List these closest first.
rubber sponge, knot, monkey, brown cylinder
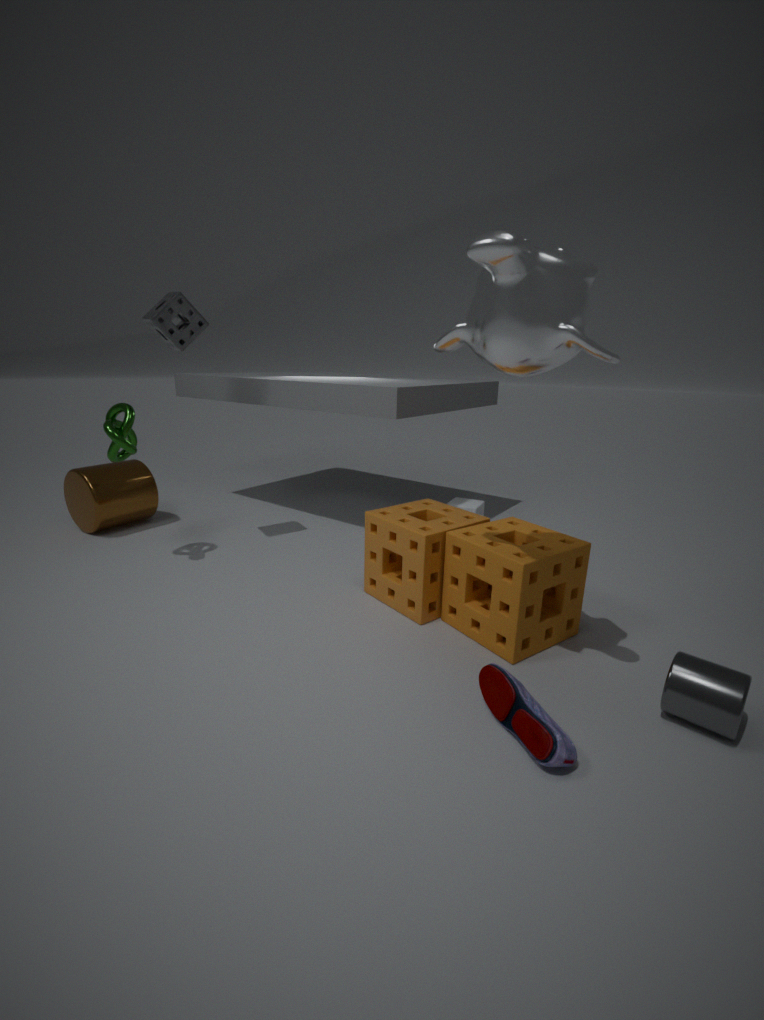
1. monkey
2. rubber sponge
3. knot
4. brown cylinder
